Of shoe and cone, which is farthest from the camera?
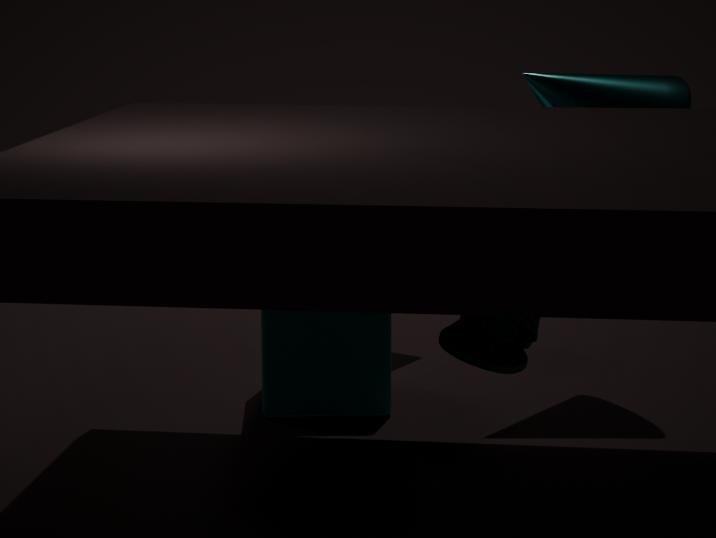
cone
